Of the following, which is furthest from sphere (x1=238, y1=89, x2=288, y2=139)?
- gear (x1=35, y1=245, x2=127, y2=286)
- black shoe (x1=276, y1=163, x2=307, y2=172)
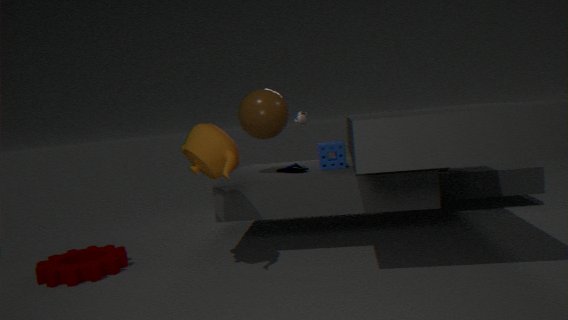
gear (x1=35, y1=245, x2=127, y2=286)
